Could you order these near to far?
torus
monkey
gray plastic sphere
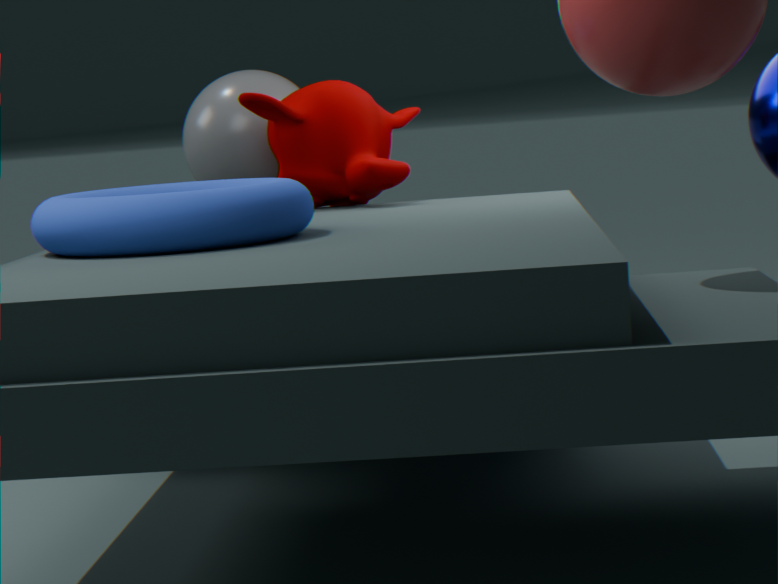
1. torus
2. monkey
3. gray plastic sphere
